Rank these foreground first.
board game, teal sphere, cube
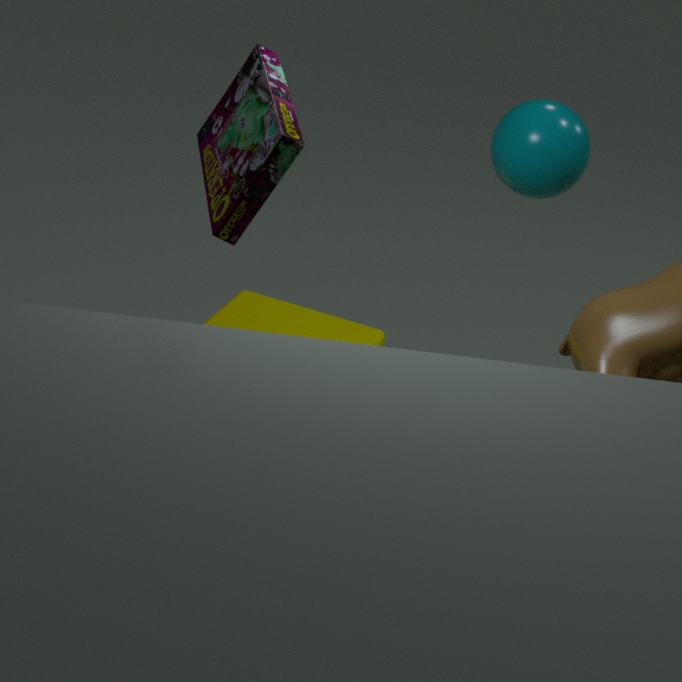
board game, teal sphere, cube
